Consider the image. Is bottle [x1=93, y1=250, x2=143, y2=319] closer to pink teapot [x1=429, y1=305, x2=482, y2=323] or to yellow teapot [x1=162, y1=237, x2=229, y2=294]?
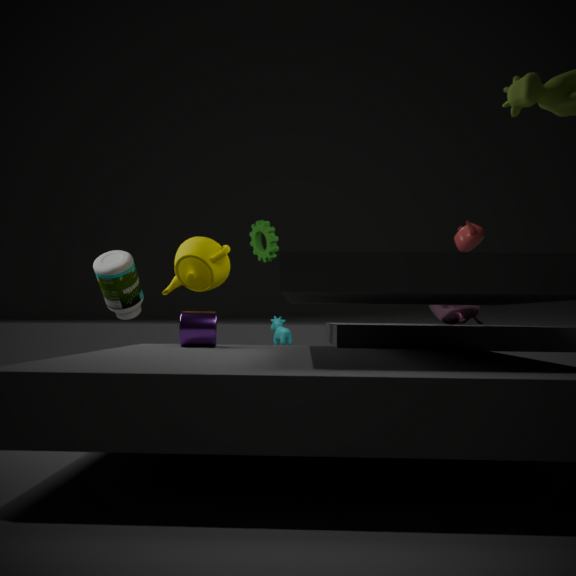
yellow teapot [x1=162, y1=237, x2=229, y2=294]
